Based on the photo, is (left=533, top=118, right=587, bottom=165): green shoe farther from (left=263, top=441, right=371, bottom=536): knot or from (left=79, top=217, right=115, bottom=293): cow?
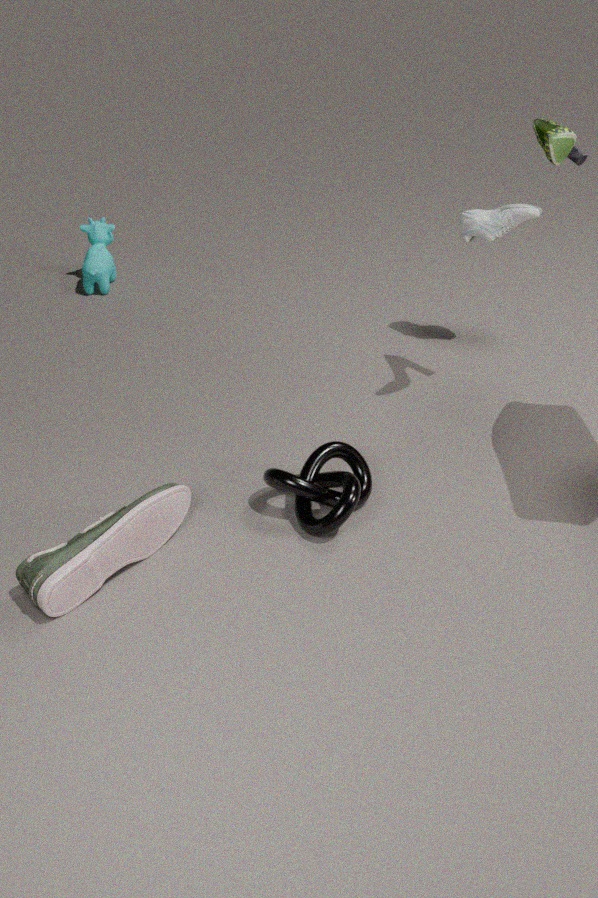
(left=79, top=217, right=115, bottom=293): cow
